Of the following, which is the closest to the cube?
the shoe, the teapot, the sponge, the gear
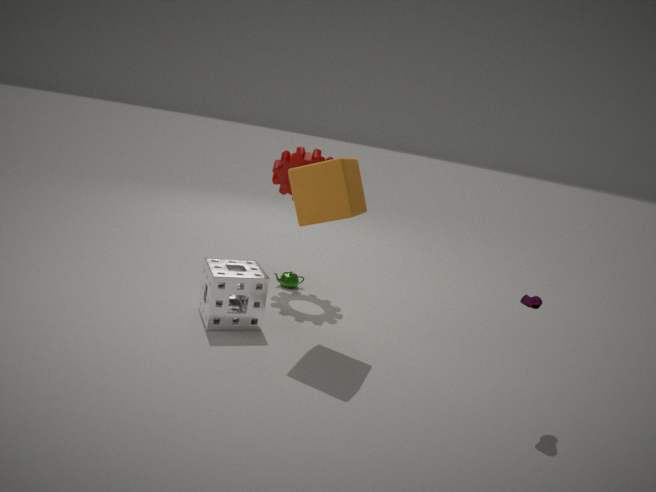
the sponge
